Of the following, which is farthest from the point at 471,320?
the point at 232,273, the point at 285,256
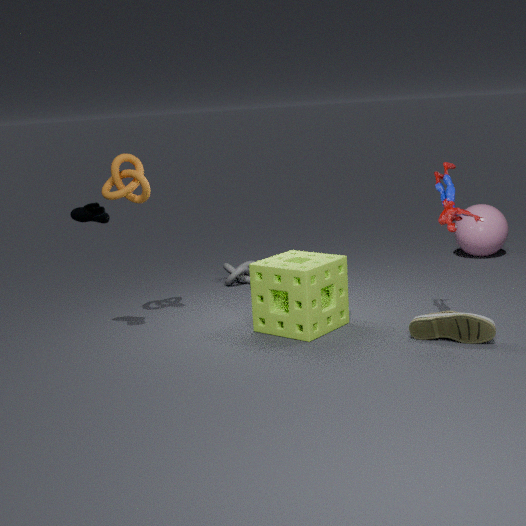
the point at 232,273
